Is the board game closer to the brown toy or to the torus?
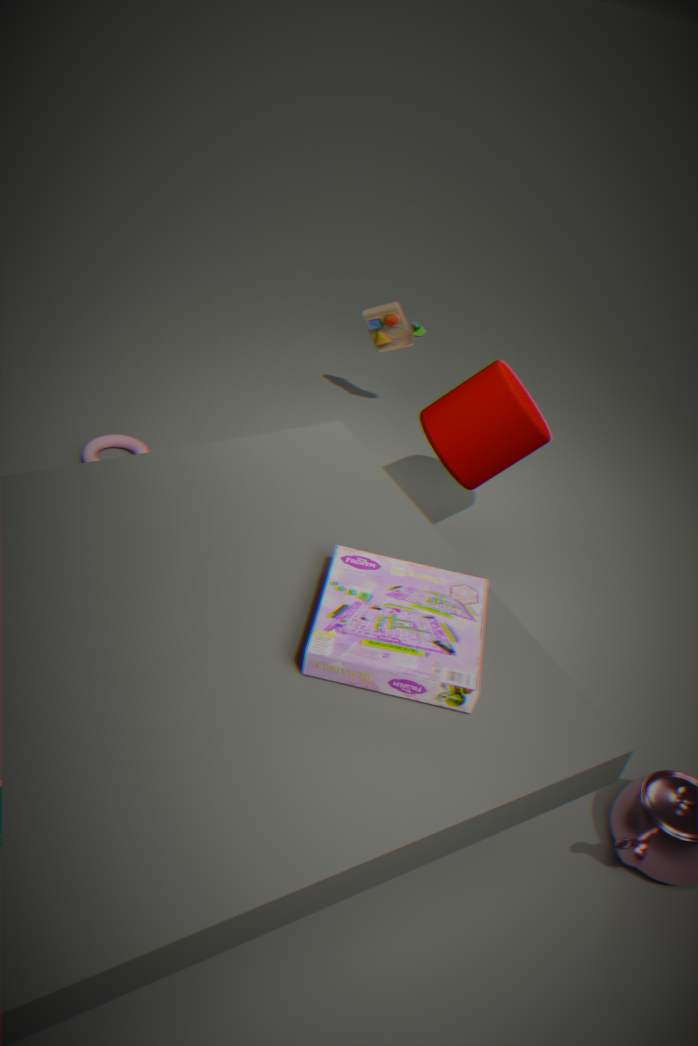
the torus
